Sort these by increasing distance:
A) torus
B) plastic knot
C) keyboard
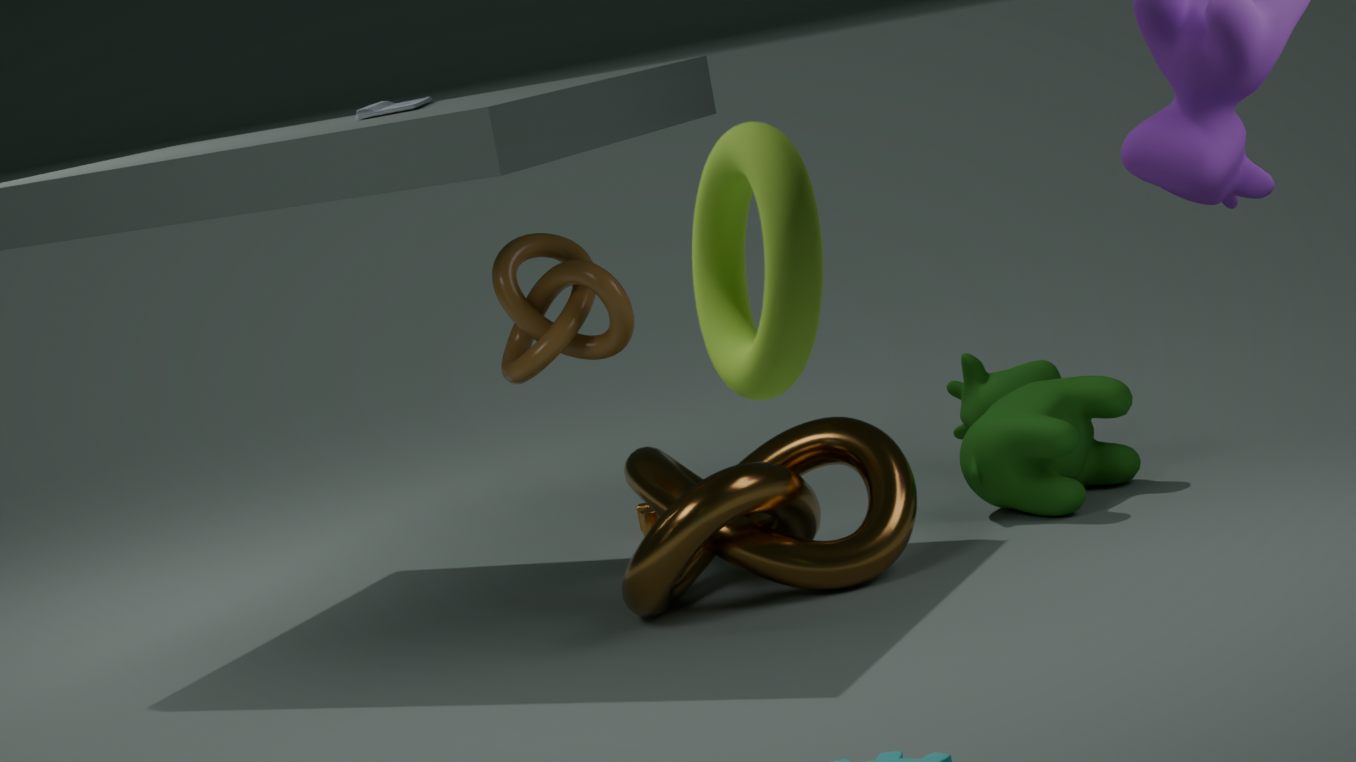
A. torus < B. plastic knot < C. keyboard
